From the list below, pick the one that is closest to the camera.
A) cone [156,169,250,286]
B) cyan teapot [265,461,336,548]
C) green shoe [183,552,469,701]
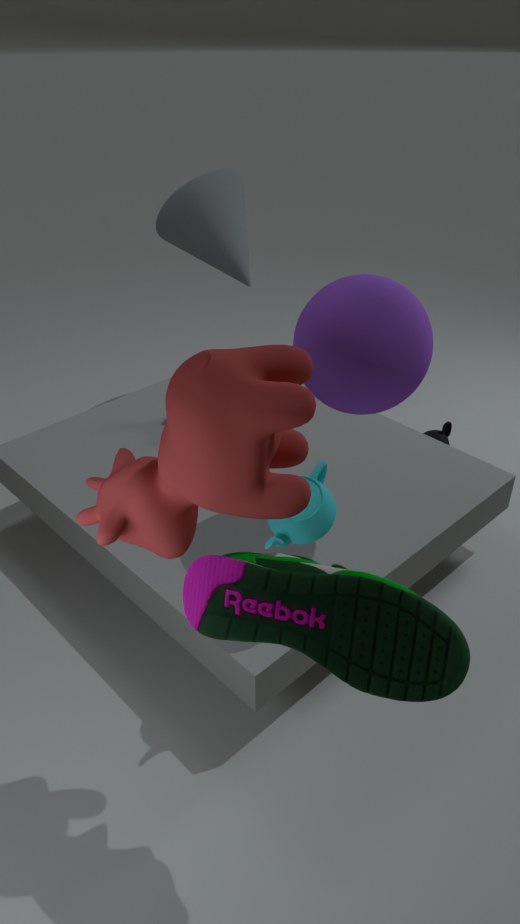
green shoe [183,552,469,701]
